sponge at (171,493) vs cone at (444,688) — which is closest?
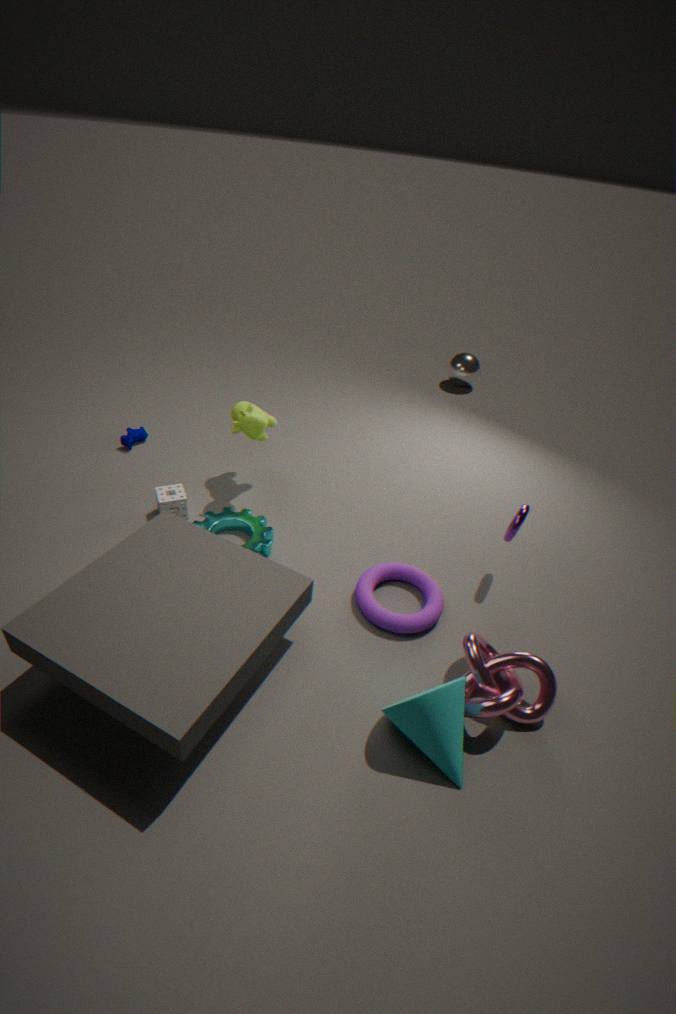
cone at (444,688)
